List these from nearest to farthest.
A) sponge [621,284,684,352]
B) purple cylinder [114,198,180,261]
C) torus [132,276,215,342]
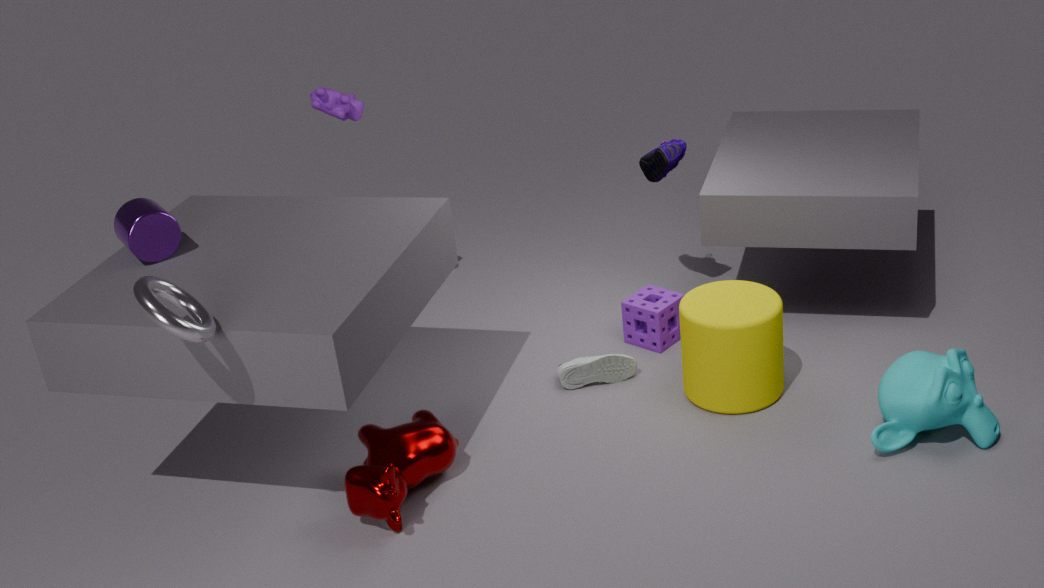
torus [132,276,215,342]
purple cylinder [114,198,180,261]
sponge [621,284,684,352]
